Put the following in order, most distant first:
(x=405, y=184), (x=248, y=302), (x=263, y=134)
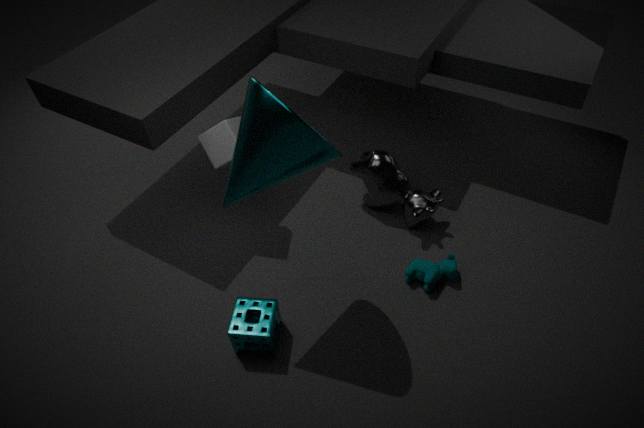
(x=405, y=184)
(x=248, y=302)
(x=263, y=134)
